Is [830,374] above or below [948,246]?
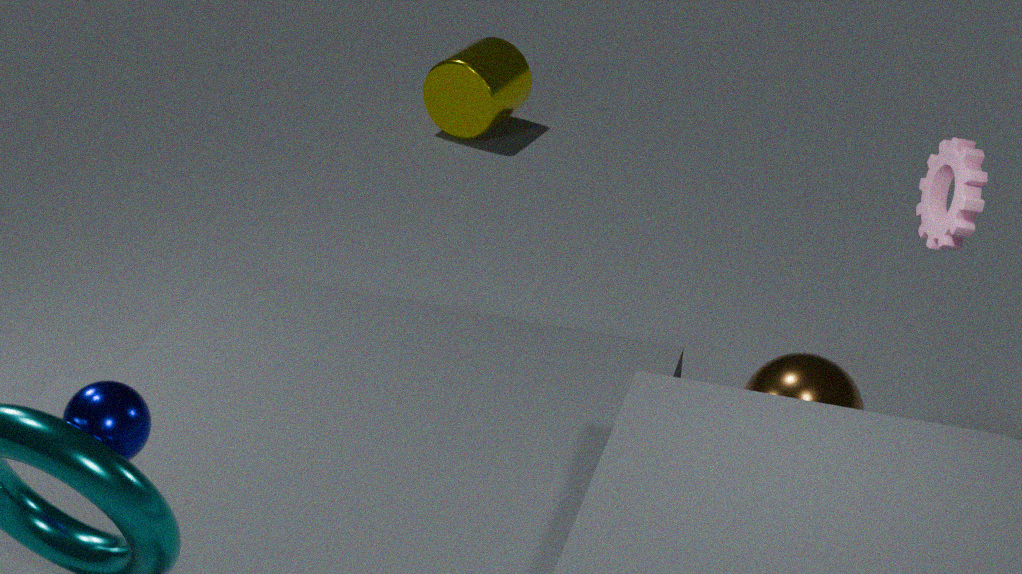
below
